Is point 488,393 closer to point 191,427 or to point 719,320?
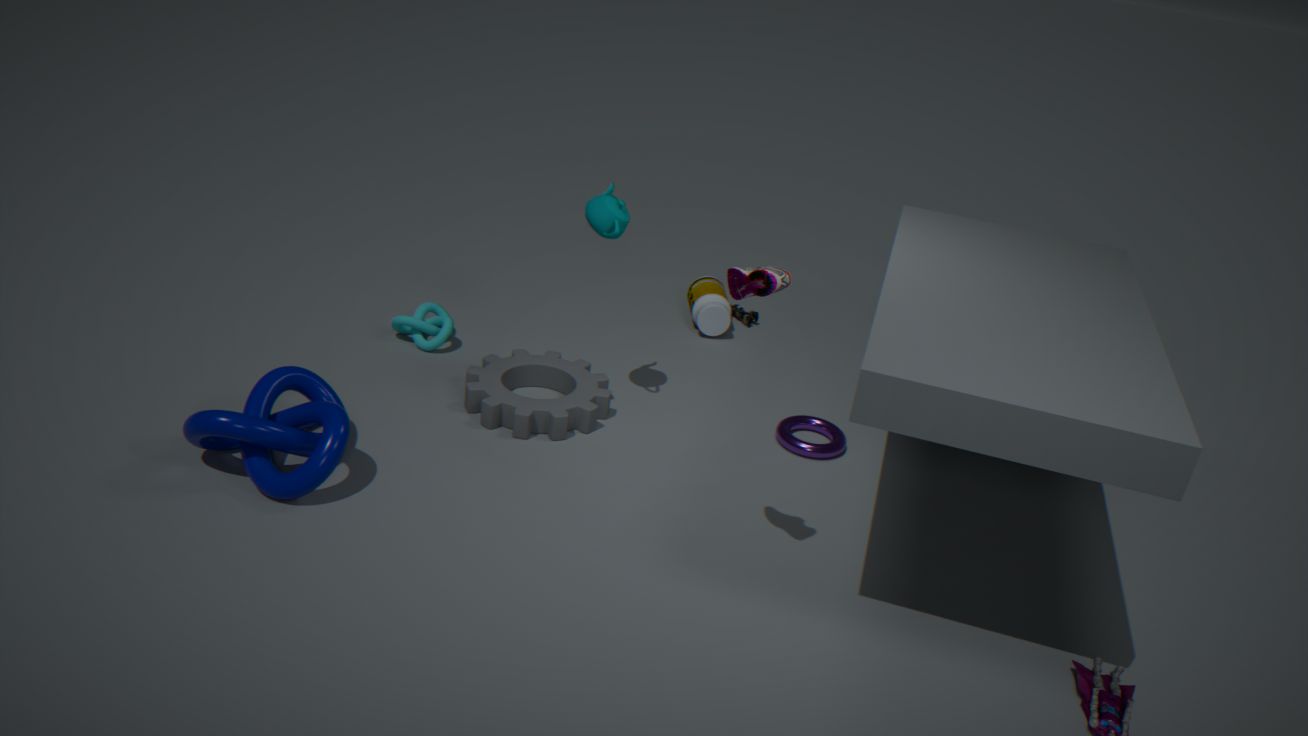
point 191,427
